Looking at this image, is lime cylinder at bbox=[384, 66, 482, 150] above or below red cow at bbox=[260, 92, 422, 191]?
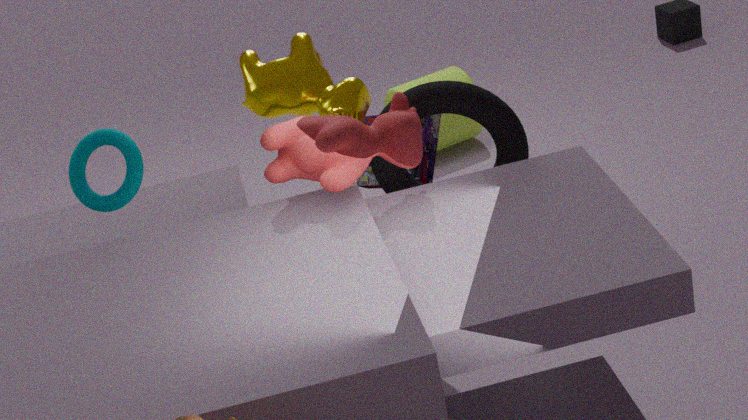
below
